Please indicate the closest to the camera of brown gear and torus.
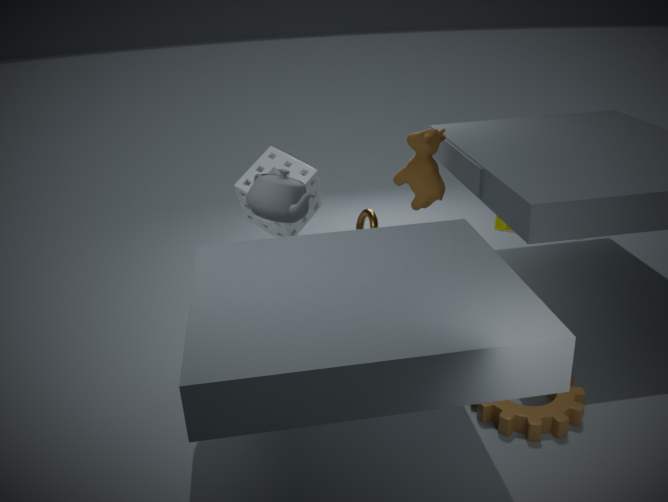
brown gear
